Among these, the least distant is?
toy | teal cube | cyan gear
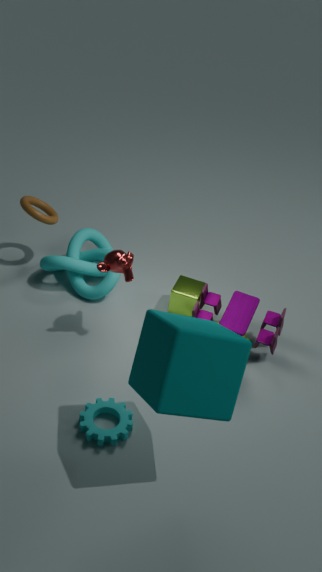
teal cube
